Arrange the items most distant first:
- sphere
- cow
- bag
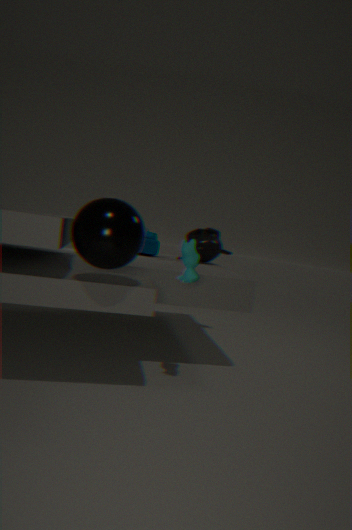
bag
cow
sphere
